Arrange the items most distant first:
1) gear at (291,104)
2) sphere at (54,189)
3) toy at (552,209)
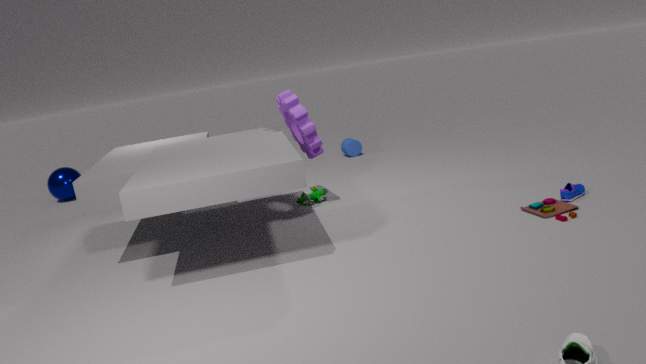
2. sphere at (54,189) → 1. gear at (291,104) → 3. toy at (552,209)
